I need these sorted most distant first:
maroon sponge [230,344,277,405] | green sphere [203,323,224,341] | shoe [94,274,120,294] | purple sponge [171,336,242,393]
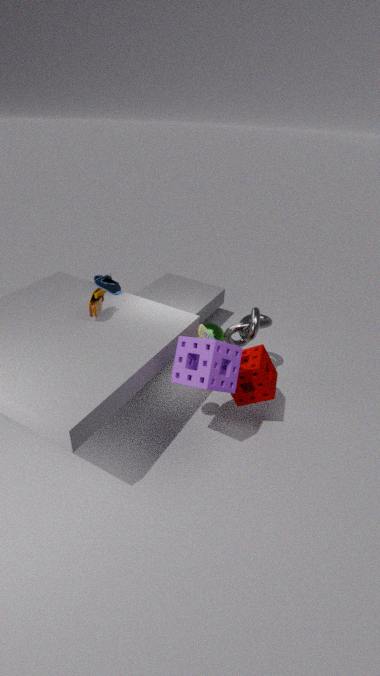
green sphere [203,323,224,341], shoe [94,274,120,294], maroon sponge [230,344,277,405], purple sponge [171,336,242,393]
